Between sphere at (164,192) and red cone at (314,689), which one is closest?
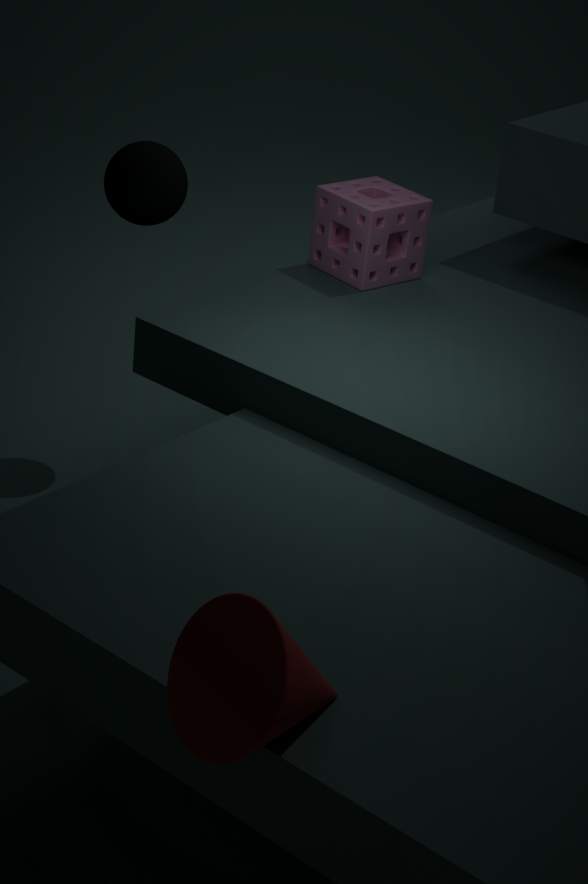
red cone at (314,689)
